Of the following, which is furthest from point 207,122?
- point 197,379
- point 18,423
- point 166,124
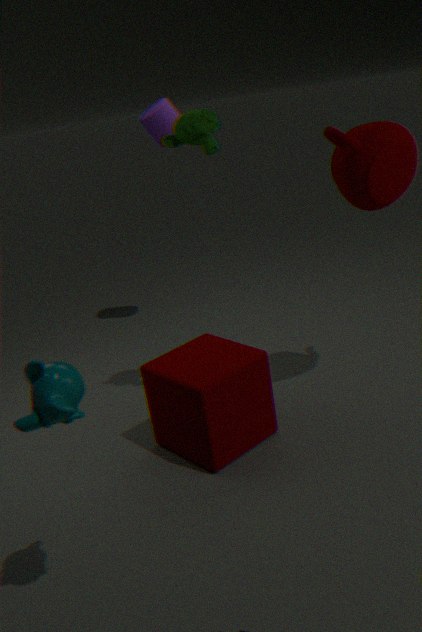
point 18,423
